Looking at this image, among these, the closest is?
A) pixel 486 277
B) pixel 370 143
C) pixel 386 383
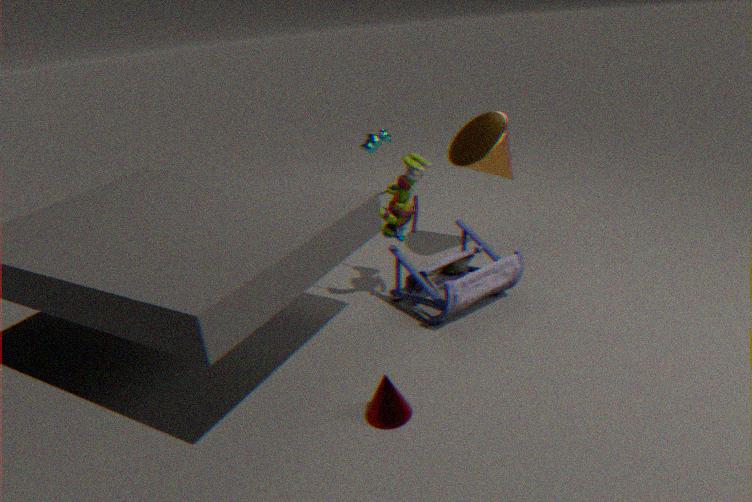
pixel 386 383
